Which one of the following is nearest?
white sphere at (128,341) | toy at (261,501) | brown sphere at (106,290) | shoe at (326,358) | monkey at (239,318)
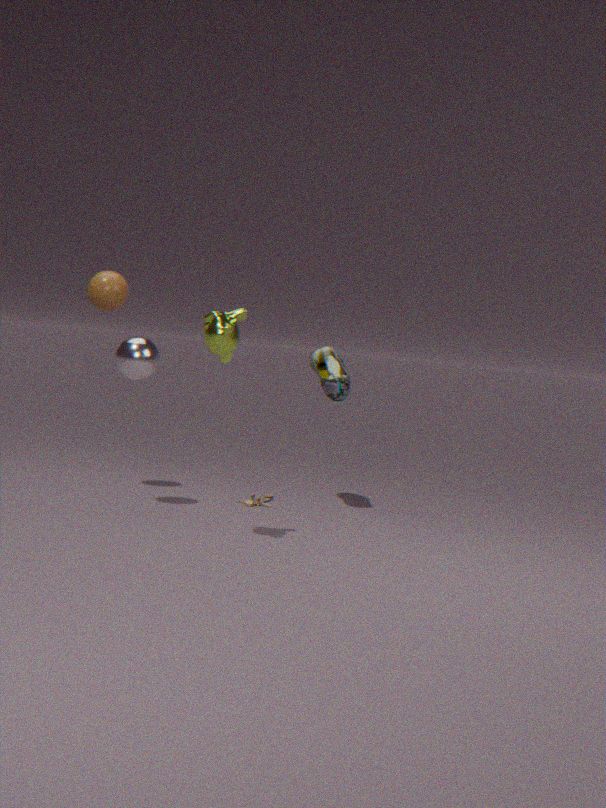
monkey at (239,318)
